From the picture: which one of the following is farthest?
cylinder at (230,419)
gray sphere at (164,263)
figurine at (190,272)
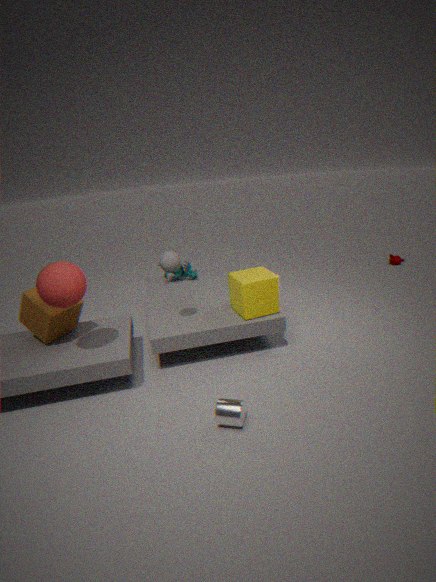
figurine at (190,272)
